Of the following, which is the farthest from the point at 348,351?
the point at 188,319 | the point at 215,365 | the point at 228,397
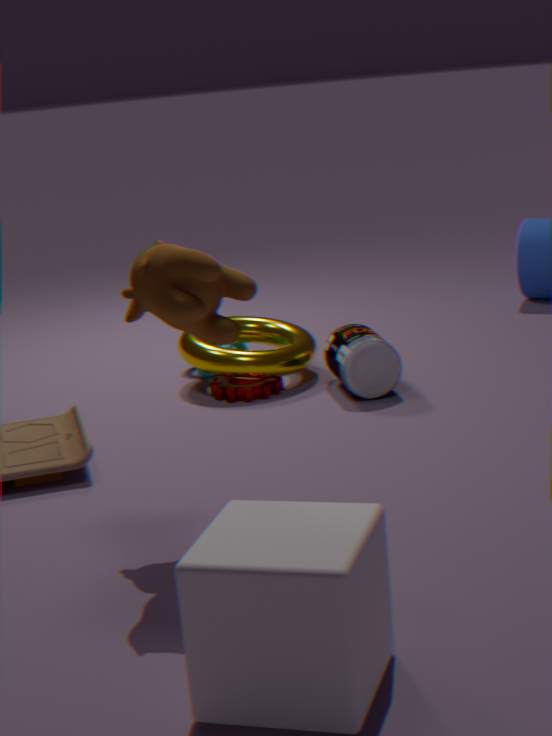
the point at 188,319
